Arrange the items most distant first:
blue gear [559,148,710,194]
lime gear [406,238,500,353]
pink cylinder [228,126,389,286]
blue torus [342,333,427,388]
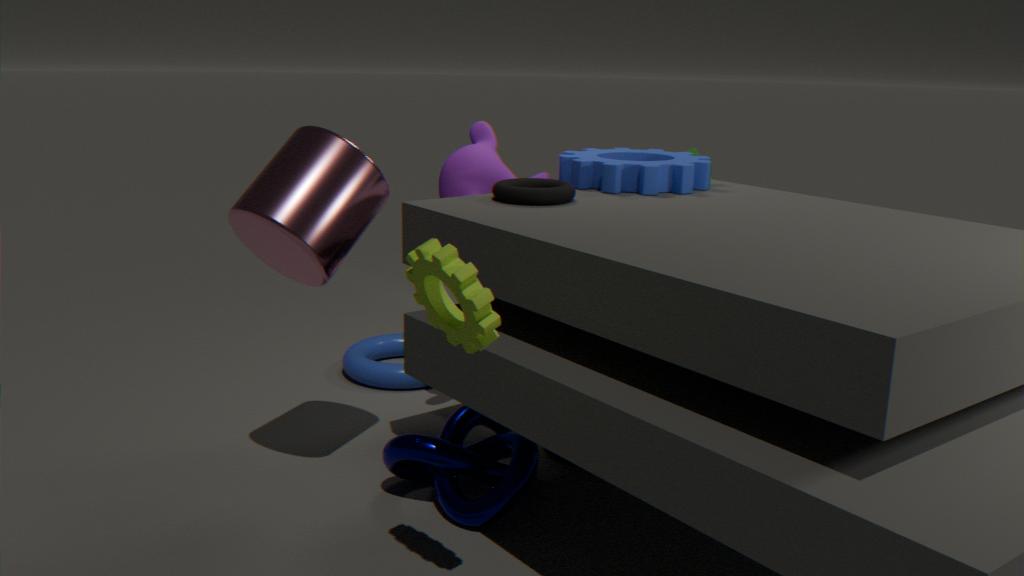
blue torus [342,333,427,388] < blue gear [559,148,710,194] < pink cylinder [228,126,389,286] < lime gear [406,238,500,353]
